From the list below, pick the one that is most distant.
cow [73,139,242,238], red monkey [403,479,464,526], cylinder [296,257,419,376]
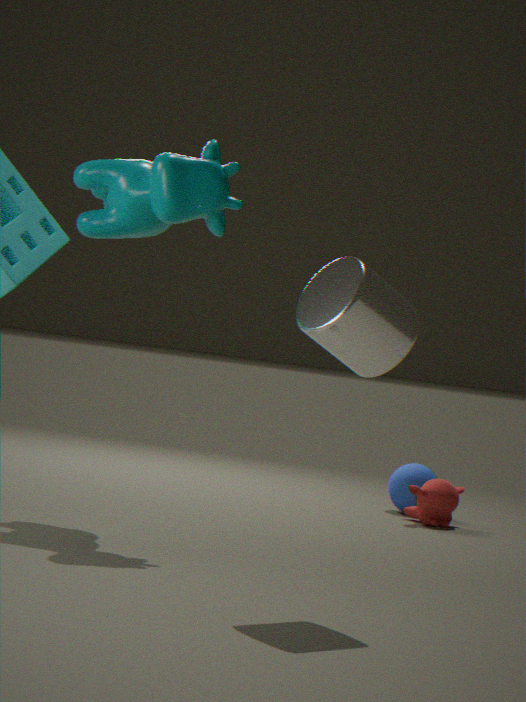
red monkey [403,479,464,526]
